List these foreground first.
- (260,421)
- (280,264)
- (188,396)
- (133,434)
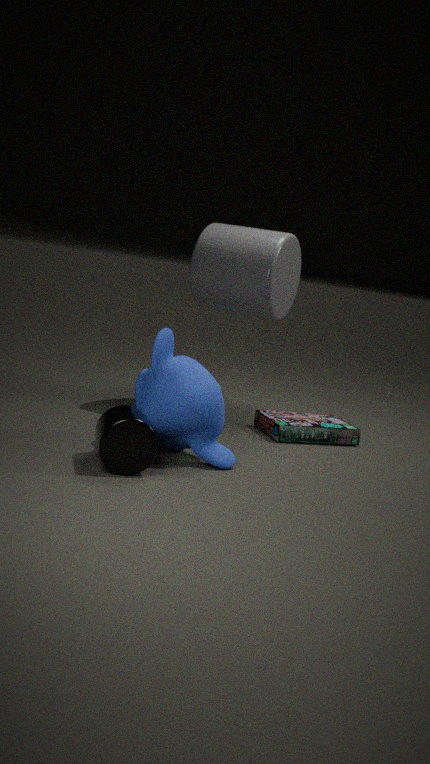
(133,434)
(188,396)
(280,264)
(260,421)
